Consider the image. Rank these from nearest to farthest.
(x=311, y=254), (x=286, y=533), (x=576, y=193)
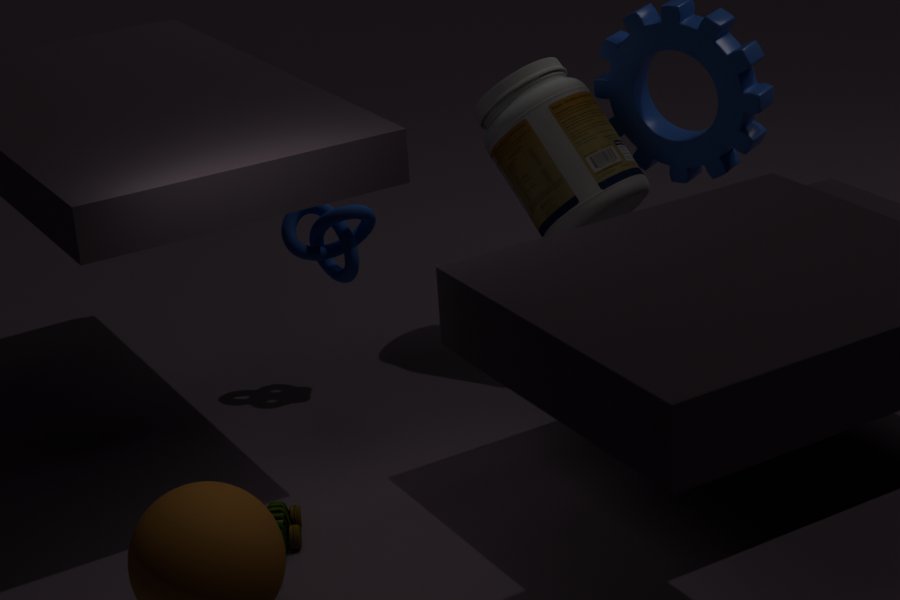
(x=286, y=533) → (x=576, y=193) → (x=311, y=254)
